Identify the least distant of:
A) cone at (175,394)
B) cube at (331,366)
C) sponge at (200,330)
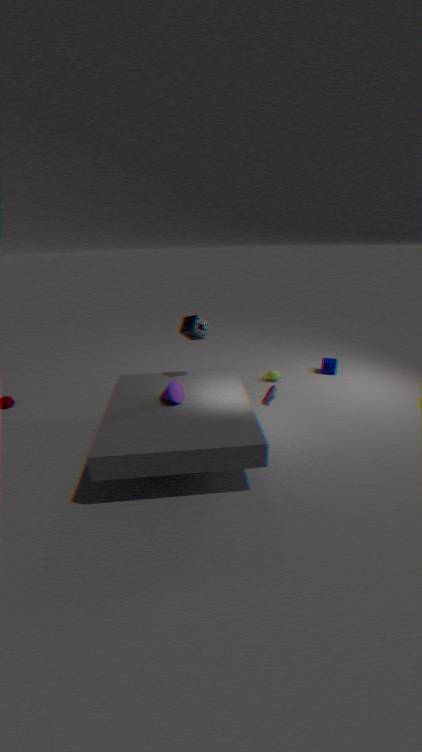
cone at (175,394)
